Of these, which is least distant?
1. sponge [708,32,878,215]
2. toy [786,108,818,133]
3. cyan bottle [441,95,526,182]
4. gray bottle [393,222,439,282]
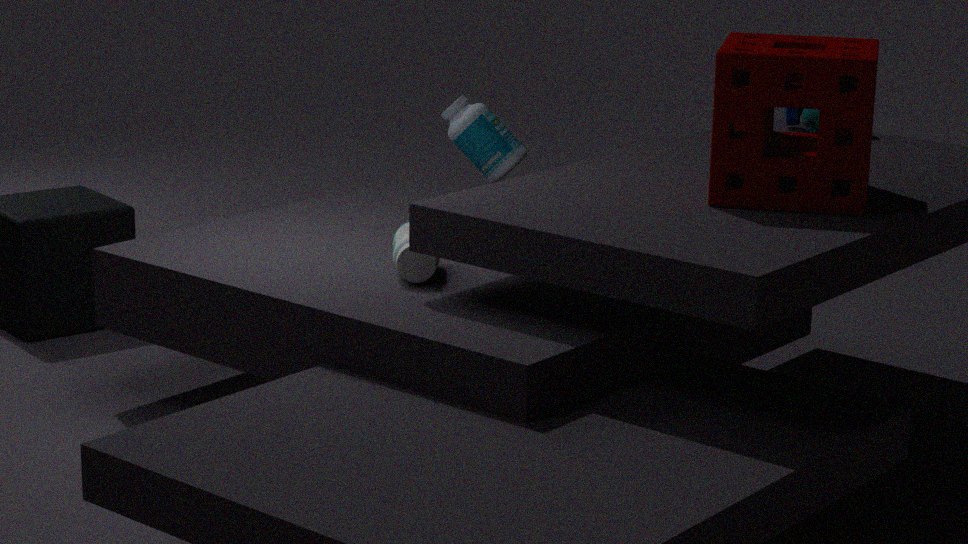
sponge [708,32,878,215]
